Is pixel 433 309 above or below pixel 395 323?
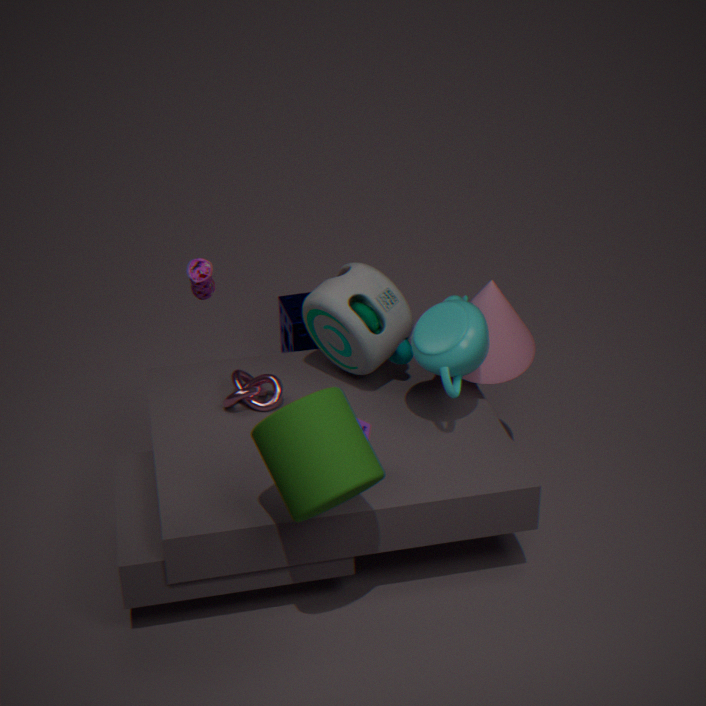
above
